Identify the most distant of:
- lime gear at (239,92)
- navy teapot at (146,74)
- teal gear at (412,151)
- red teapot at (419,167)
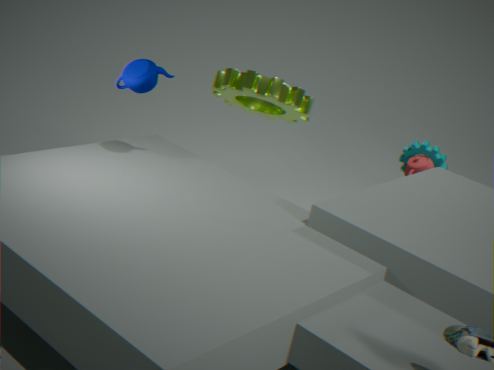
teal gear at (412,151)
